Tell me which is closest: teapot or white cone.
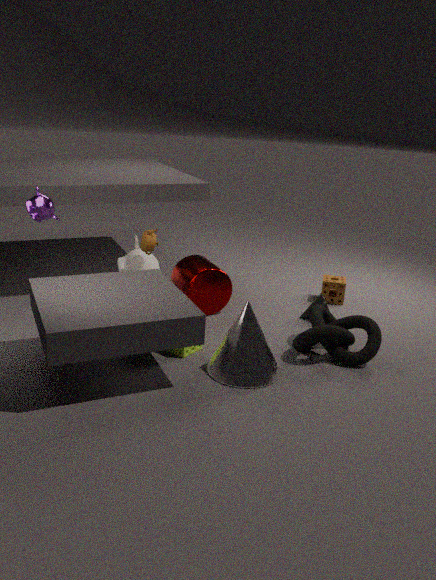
white cone
